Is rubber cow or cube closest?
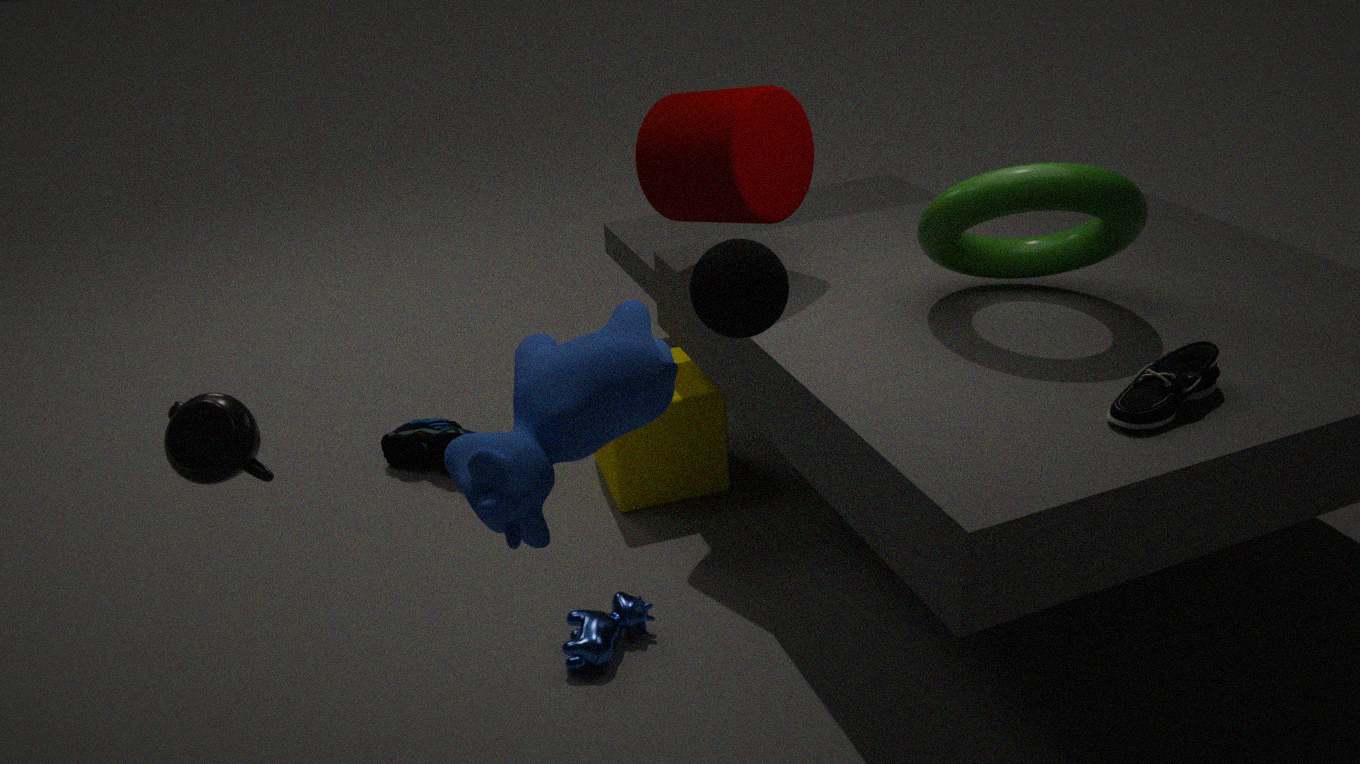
rubber cow
